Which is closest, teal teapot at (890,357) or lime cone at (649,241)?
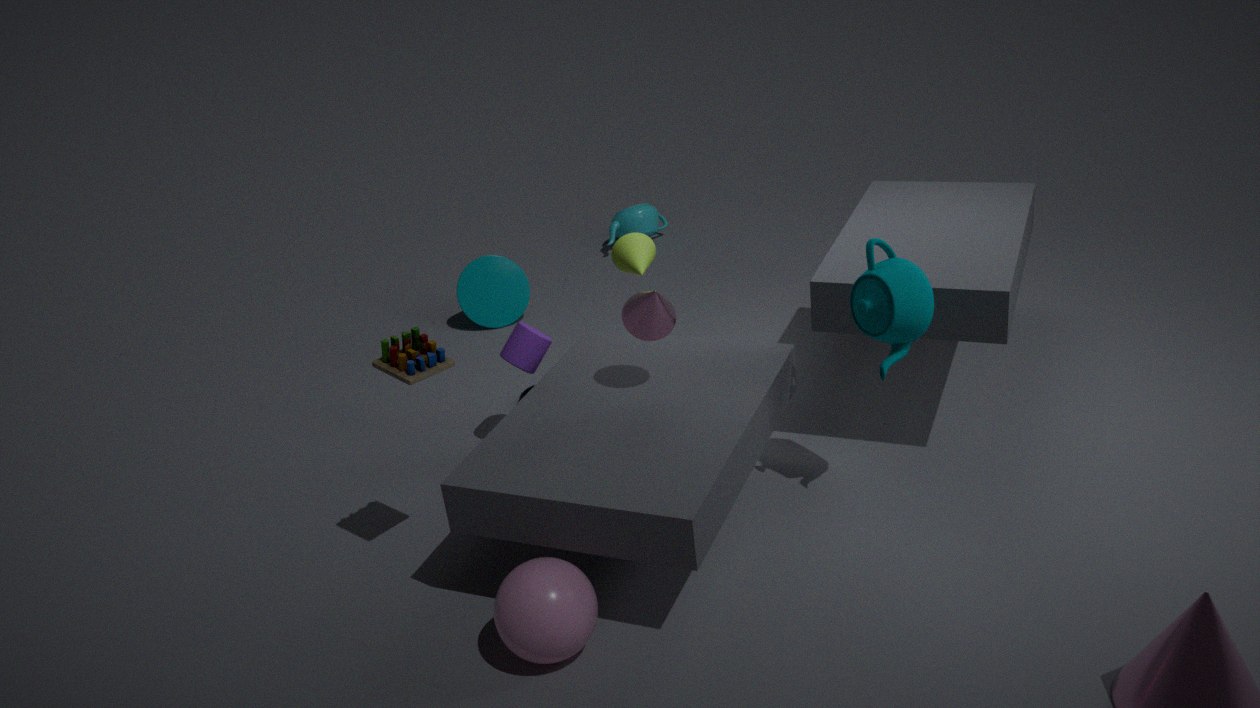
teal teapot at (890,357)
